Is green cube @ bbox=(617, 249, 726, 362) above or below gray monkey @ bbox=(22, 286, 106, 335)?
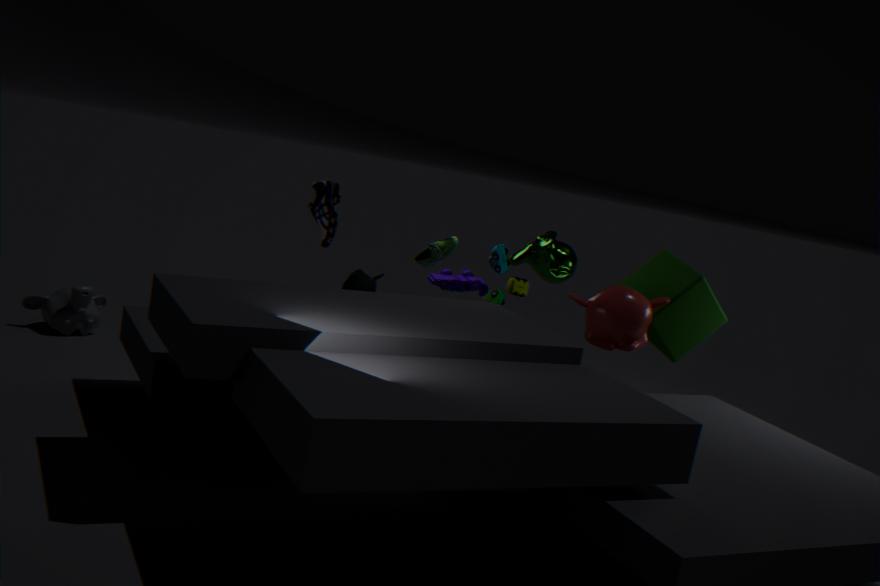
above
